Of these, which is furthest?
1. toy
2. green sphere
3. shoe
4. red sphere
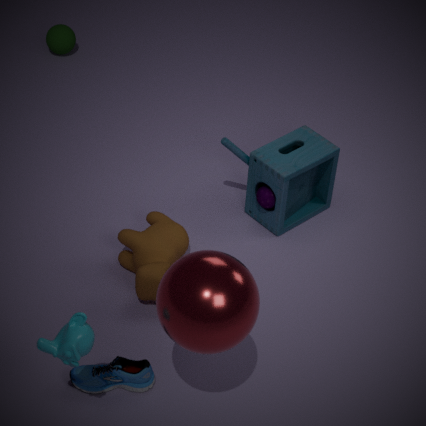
green sphere
